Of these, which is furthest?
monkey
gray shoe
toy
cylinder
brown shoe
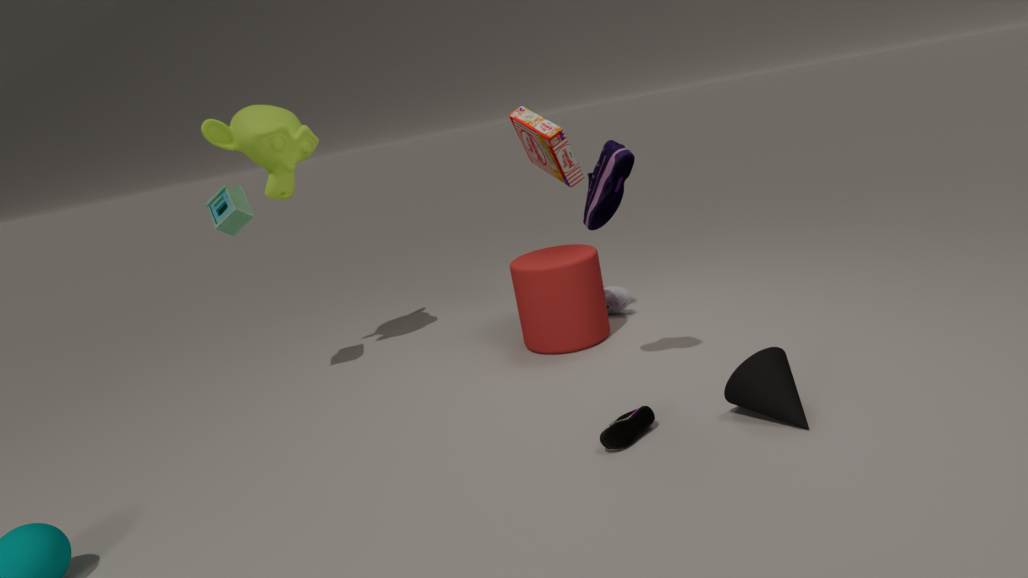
gray shoe
